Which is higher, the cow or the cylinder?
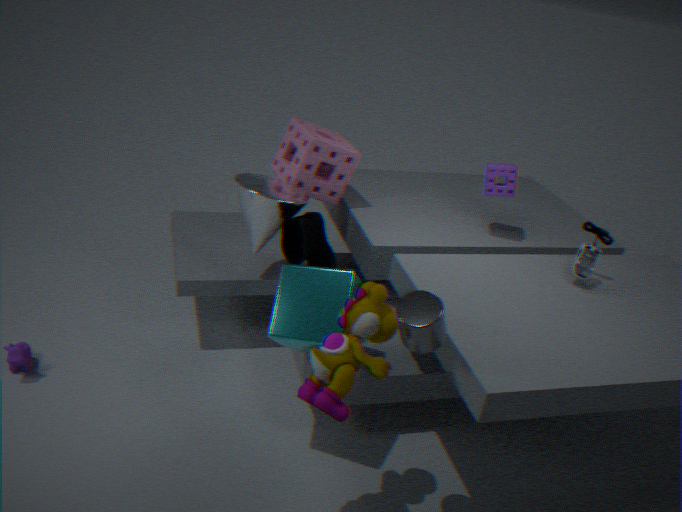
the cylinder
